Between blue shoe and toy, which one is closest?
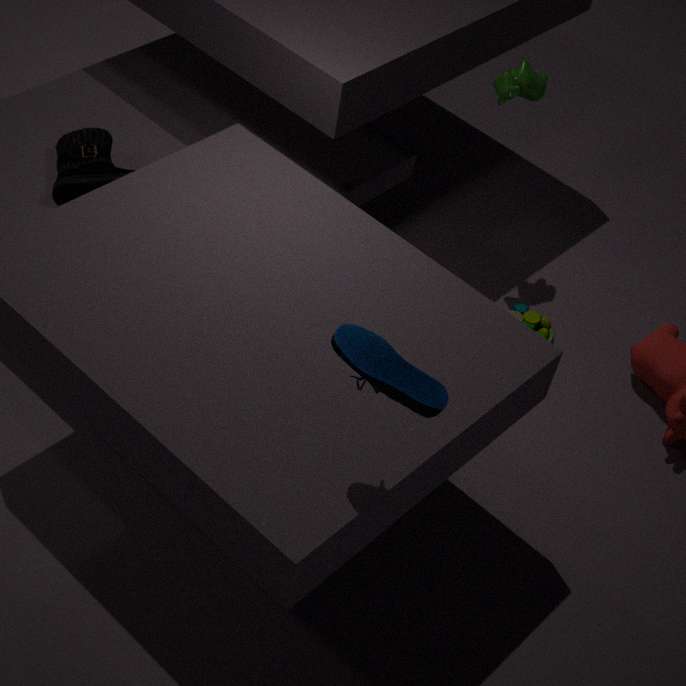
blue shoe
